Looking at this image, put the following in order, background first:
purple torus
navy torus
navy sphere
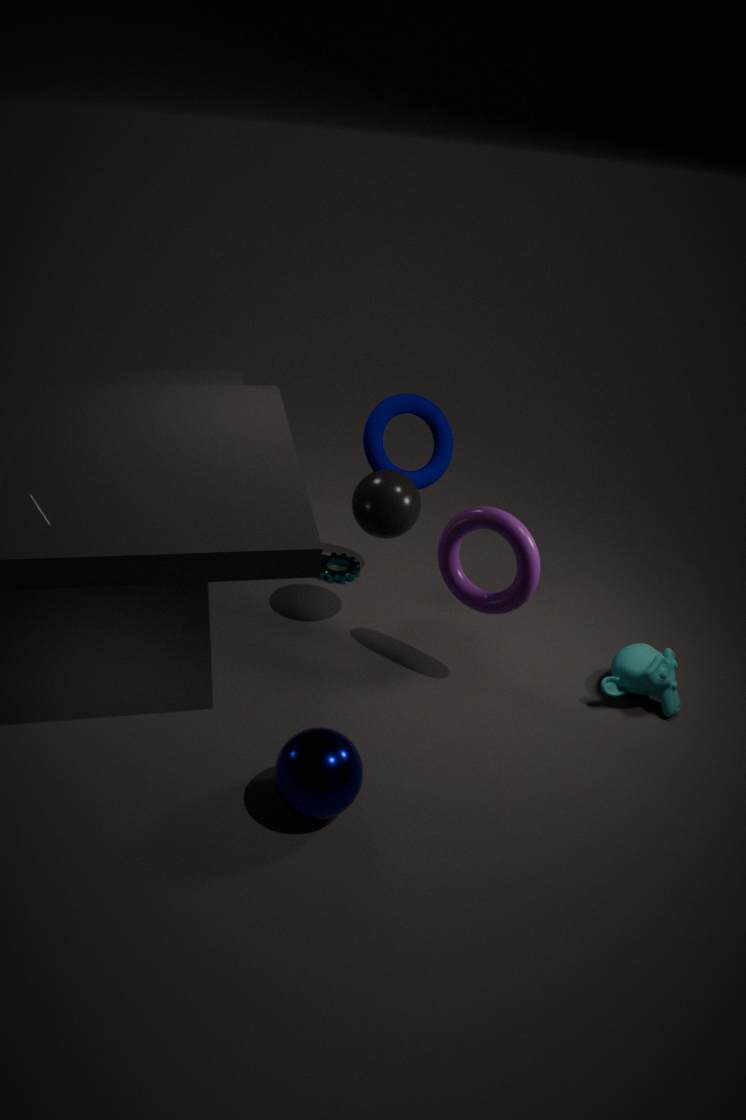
navy torus → purple torus → navy sphere
